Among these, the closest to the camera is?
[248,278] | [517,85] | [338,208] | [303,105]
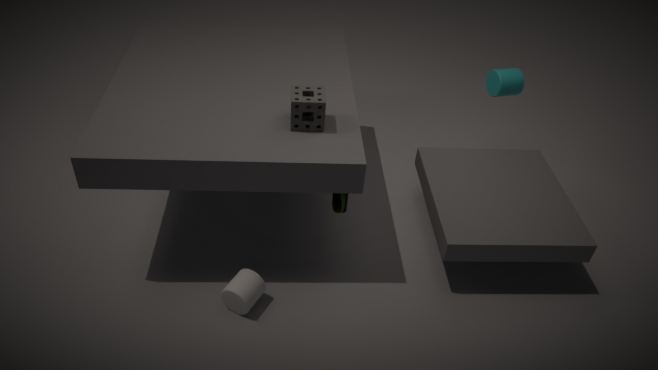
[303,105]
